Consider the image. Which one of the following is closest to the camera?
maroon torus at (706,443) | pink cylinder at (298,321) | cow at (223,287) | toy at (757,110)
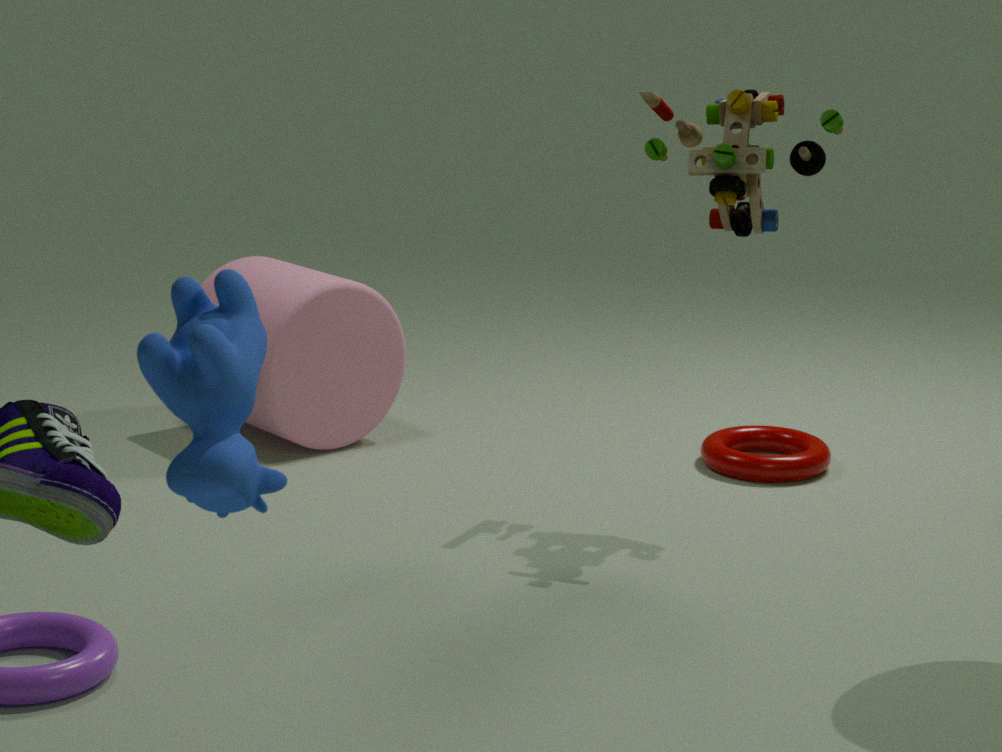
cow at (223,287)
